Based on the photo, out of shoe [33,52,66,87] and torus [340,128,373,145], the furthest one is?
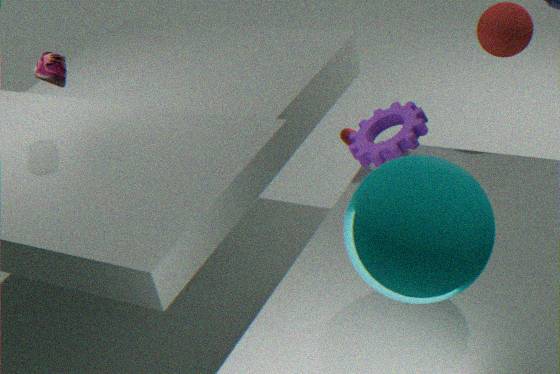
torus [340,128,373,145]
